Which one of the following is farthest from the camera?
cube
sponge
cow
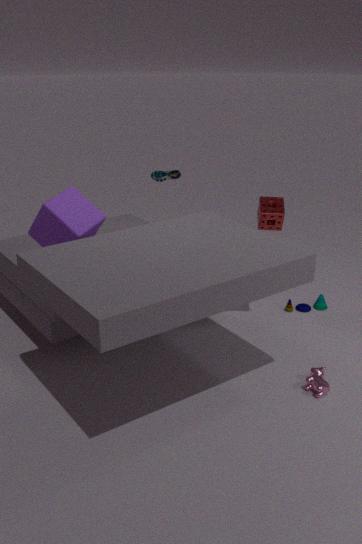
sponge
